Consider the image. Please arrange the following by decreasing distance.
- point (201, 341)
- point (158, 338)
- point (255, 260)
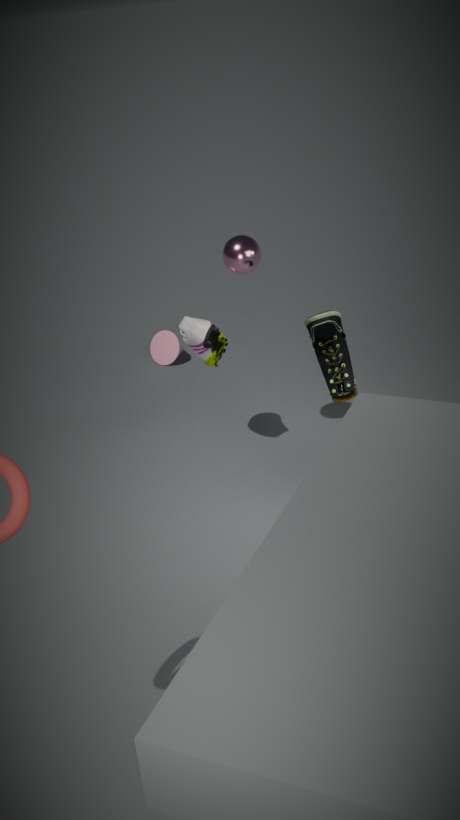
point (158, 338), point (201, 341), point (255, 260)
